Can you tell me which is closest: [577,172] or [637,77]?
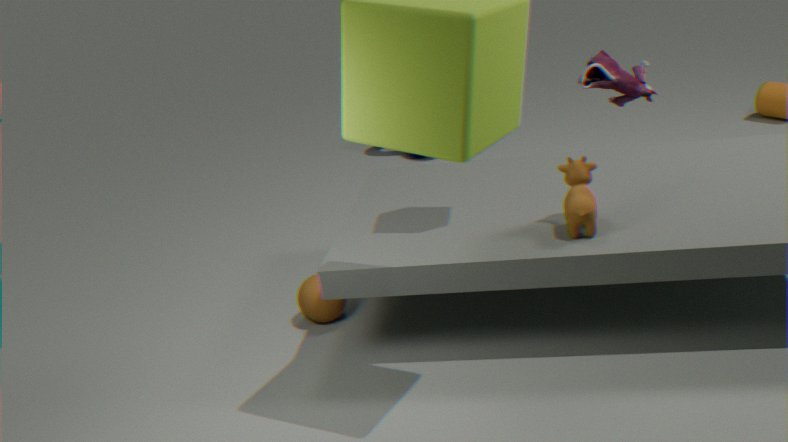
[577,172]
